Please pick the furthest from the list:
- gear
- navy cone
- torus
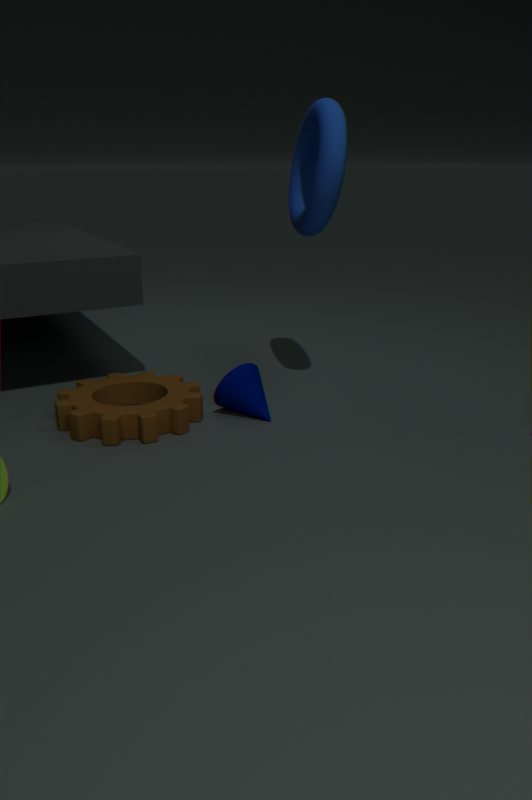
navy cone
